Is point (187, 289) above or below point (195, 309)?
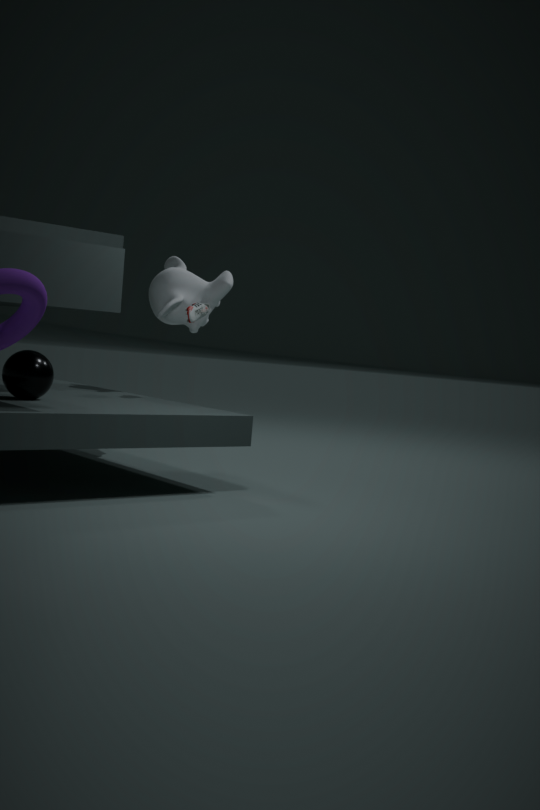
above
